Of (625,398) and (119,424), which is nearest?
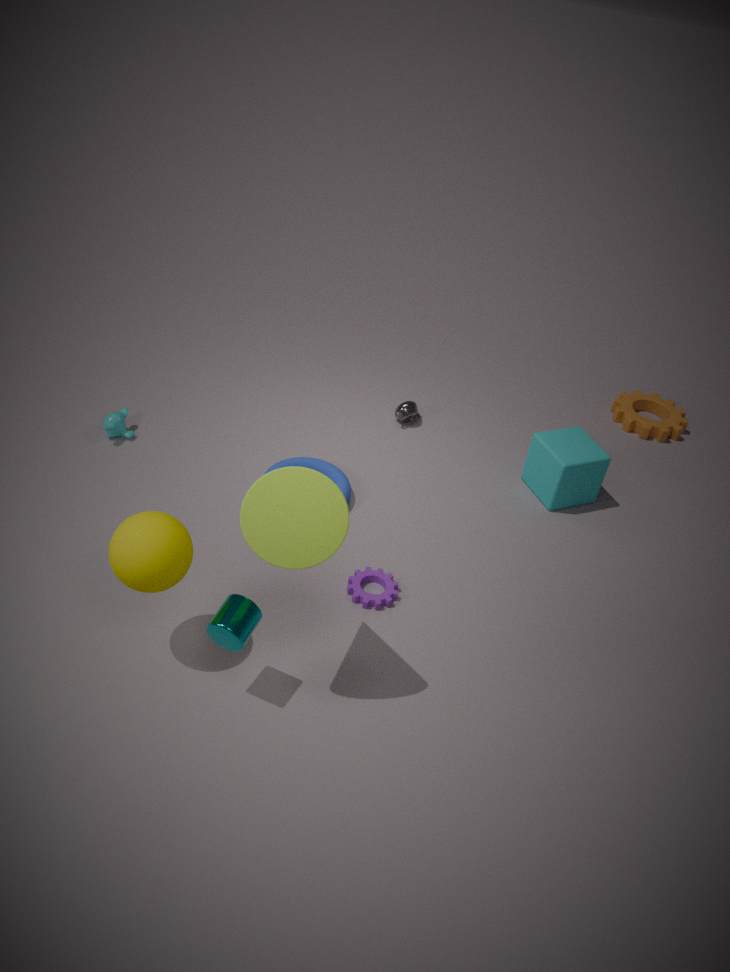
(119,424)
